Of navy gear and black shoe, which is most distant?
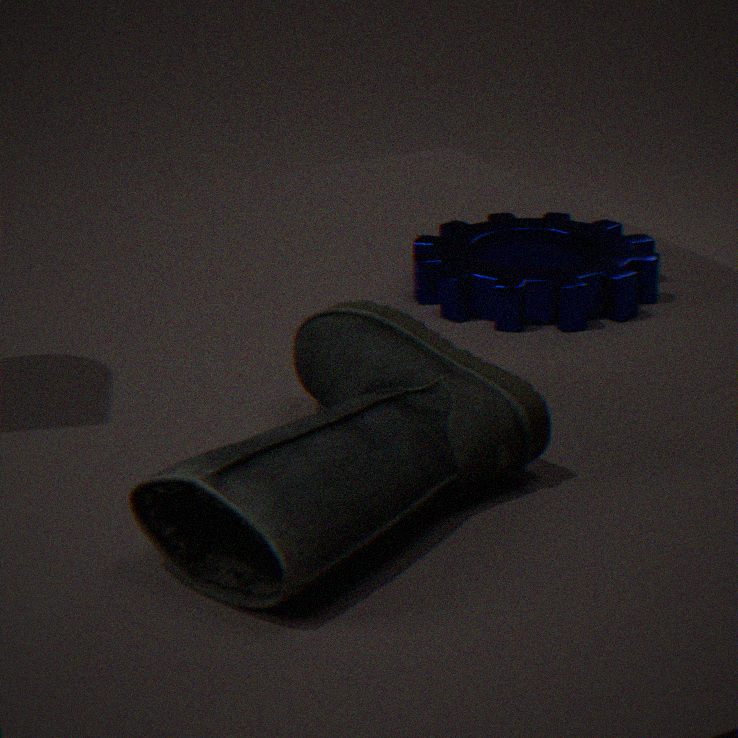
navy gear
